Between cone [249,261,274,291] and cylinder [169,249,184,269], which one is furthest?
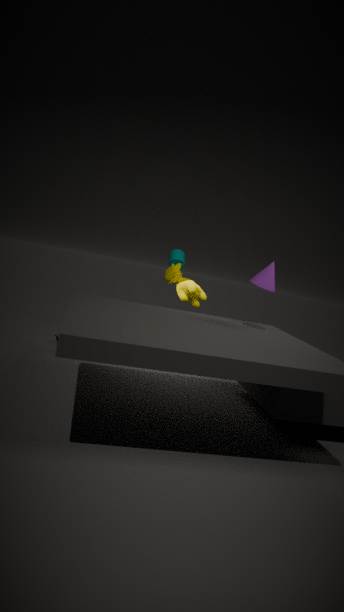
cylinder [169,249,184,269]
